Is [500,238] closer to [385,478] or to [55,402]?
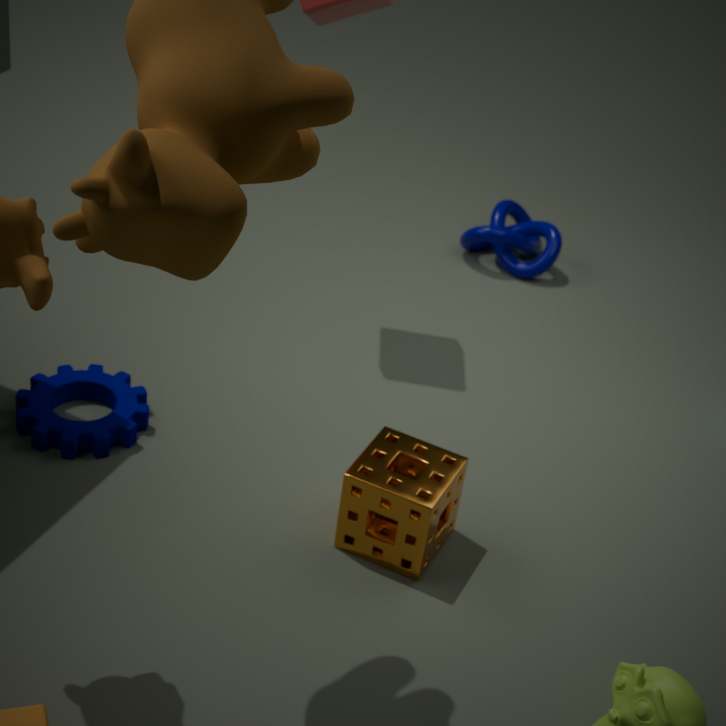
[385,478]
